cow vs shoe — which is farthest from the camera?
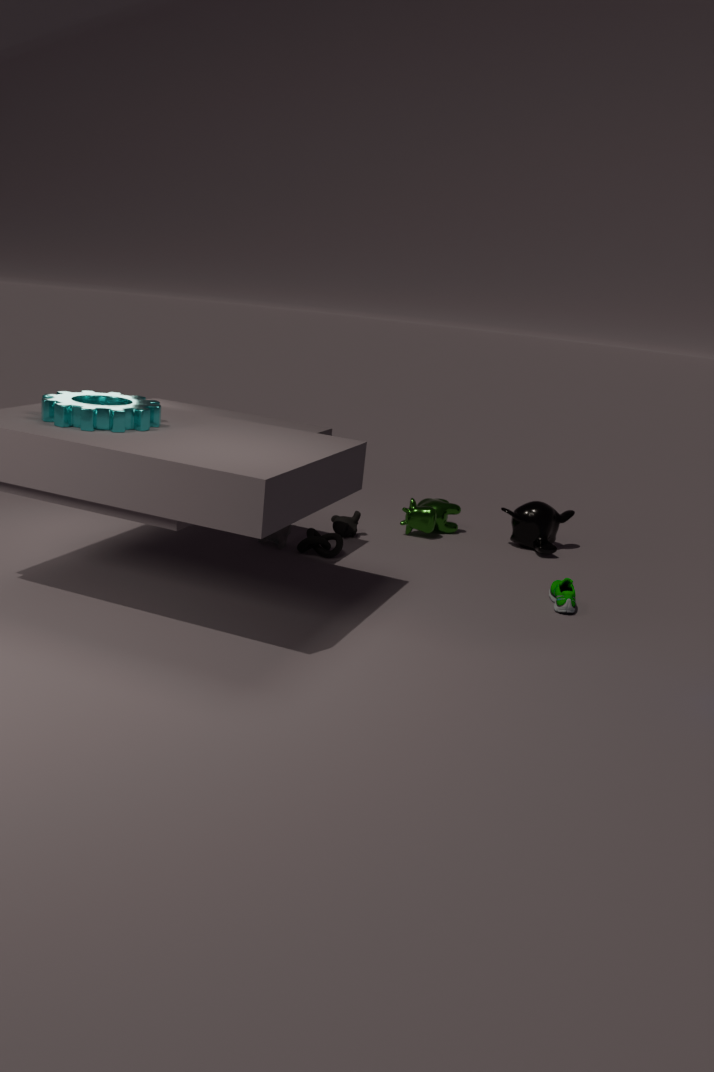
cow
